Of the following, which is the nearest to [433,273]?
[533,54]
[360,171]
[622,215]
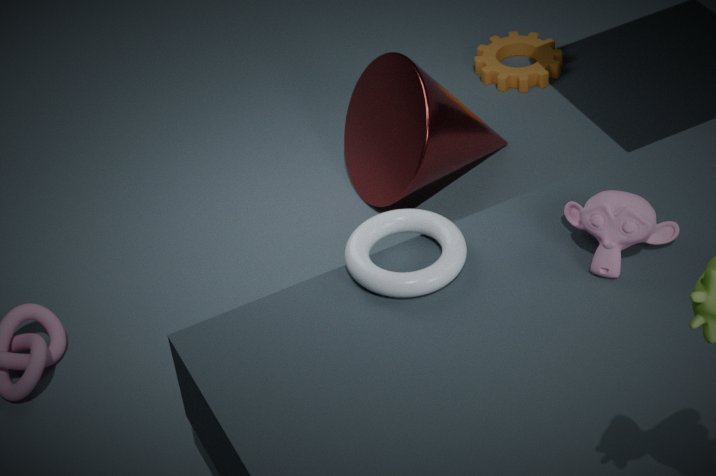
[622,215]
